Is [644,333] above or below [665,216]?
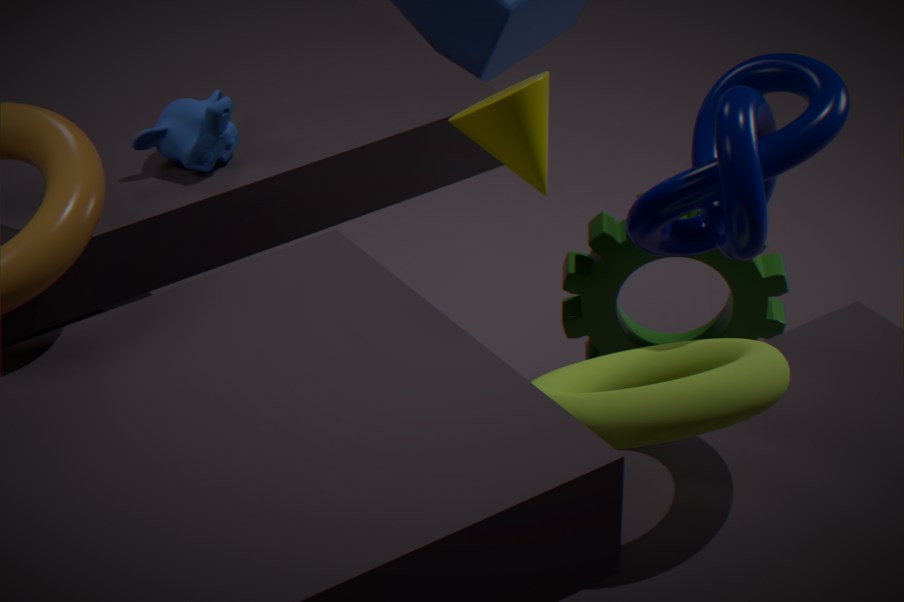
below
